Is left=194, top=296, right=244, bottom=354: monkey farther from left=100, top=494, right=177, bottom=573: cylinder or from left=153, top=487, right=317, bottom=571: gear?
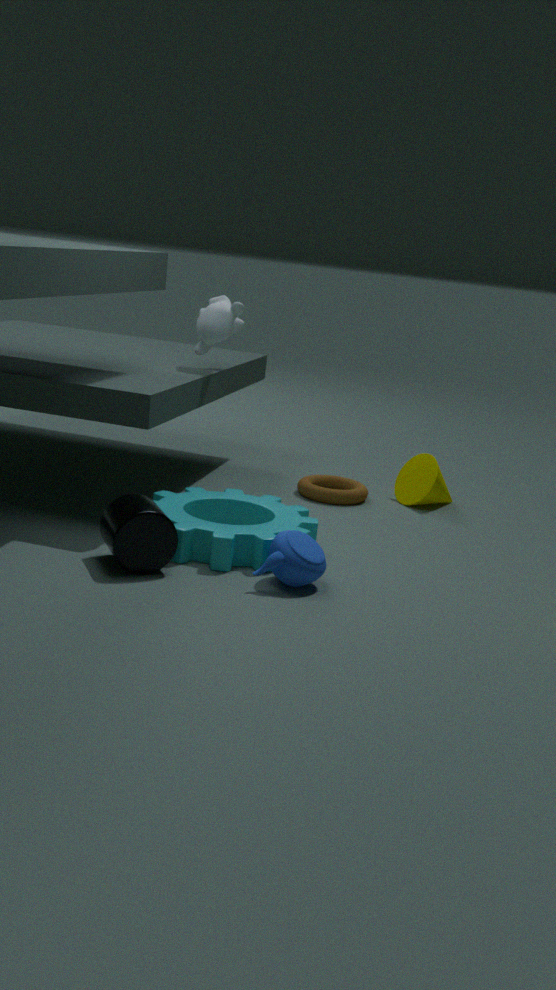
left=100, top=494, right=177, bottom=573: cylinder
